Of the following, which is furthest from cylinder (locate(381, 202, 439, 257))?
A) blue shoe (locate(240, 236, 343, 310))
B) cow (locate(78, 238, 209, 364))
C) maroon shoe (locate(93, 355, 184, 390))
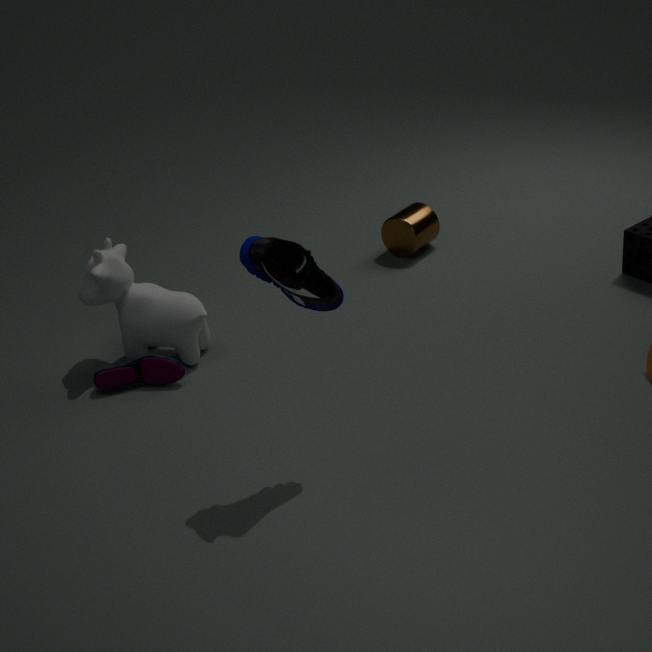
blue shoe (locate(240, 236, 343, 310))
